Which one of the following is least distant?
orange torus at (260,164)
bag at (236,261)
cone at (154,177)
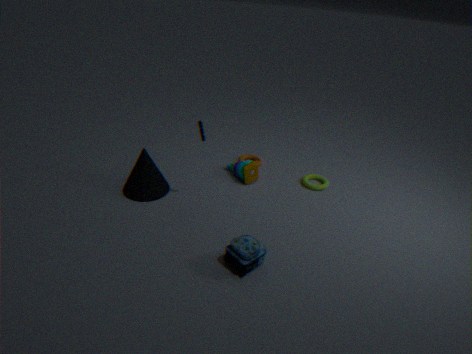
bag at (236,261)
